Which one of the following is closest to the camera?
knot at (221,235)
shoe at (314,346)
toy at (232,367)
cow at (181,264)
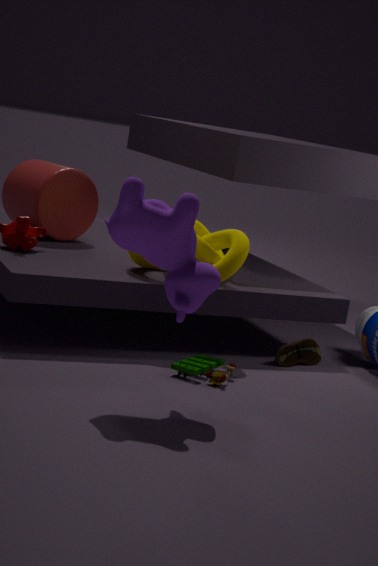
cow at (181,264)
